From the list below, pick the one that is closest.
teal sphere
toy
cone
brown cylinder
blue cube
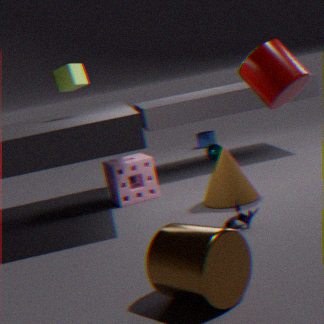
brown cylinder
